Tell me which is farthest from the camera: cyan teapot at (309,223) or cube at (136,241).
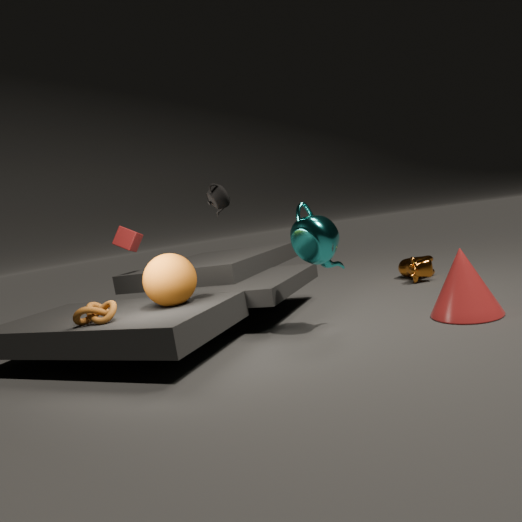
cube at (136,241)
